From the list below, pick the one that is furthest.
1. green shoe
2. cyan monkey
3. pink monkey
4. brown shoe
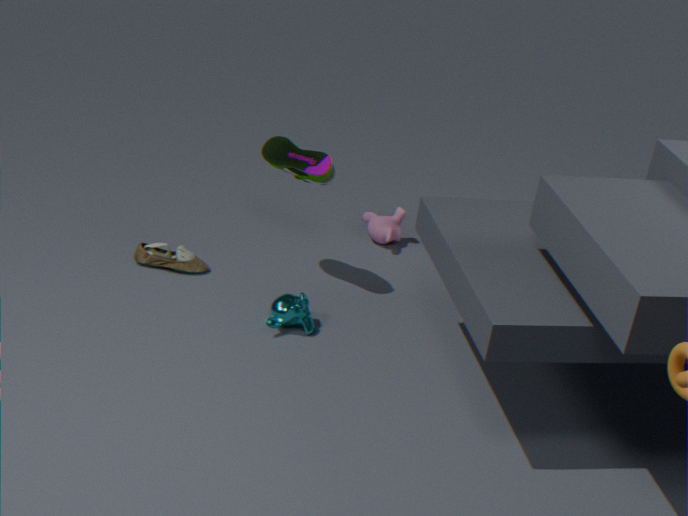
pink monkey
